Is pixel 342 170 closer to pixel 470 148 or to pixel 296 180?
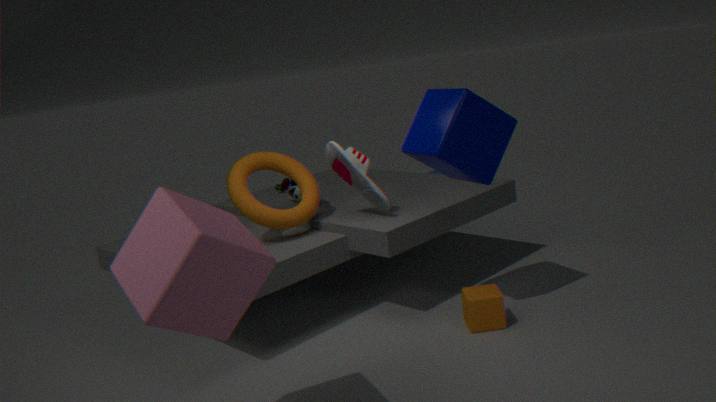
pixel 296 180
